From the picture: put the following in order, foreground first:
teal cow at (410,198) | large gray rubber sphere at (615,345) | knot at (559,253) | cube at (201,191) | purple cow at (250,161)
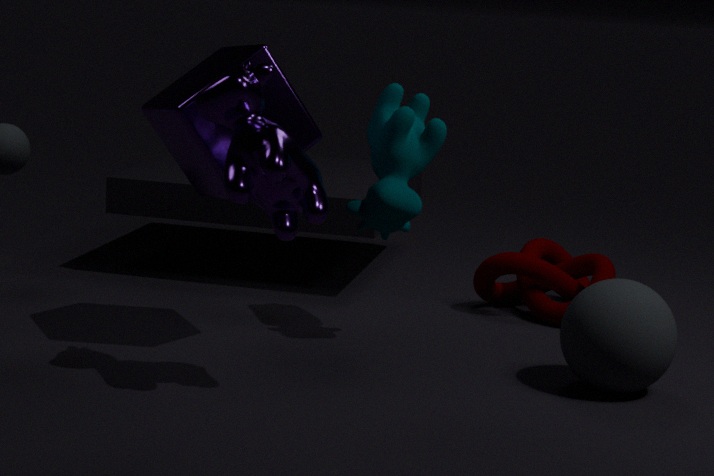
purple cow at (250,161), large gray rubber sphere at (615,345), cube at (201,191), teal cow at (410,198), knot at (559,253)
